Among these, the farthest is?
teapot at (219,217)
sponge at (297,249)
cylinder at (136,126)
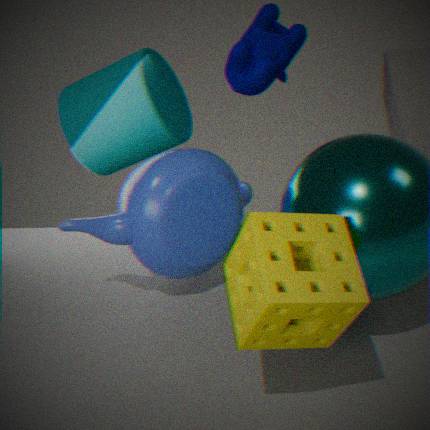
cylinder at (136,126)
